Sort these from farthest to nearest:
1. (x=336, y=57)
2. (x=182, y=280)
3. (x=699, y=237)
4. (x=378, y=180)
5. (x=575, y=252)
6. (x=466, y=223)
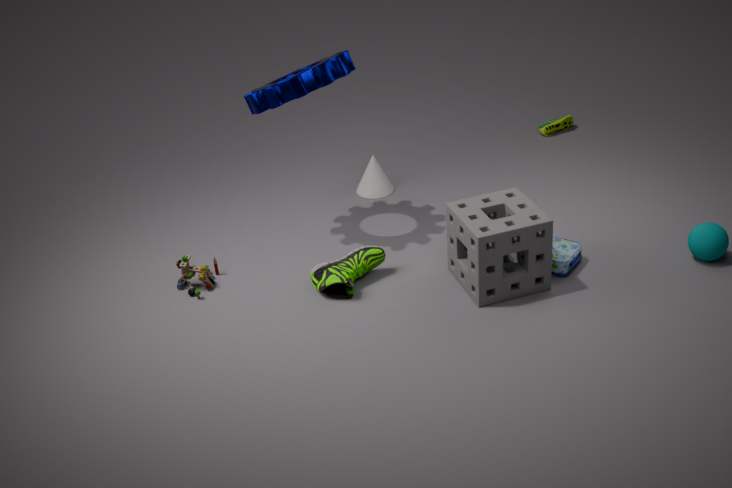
(x=378, y=180)
(x=182, y=280)
(x=575, y=252)
(x=336, y=57)
(x=699, y=237)
(x=466, y=223)
